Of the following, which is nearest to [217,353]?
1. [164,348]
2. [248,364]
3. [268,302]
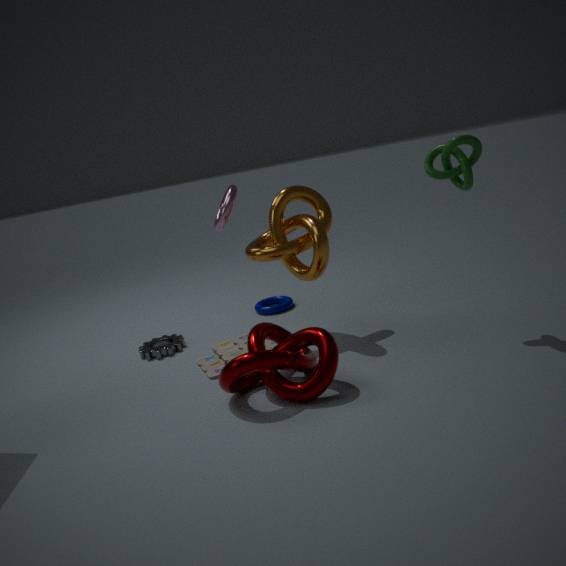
[248,364]
